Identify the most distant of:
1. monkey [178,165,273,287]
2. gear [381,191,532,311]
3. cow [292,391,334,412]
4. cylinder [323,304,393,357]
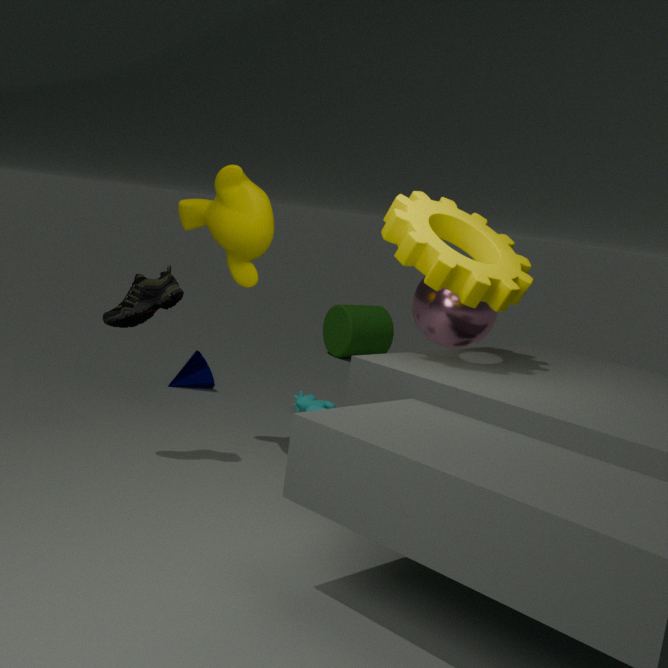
cylinder [323,304,393,357]
